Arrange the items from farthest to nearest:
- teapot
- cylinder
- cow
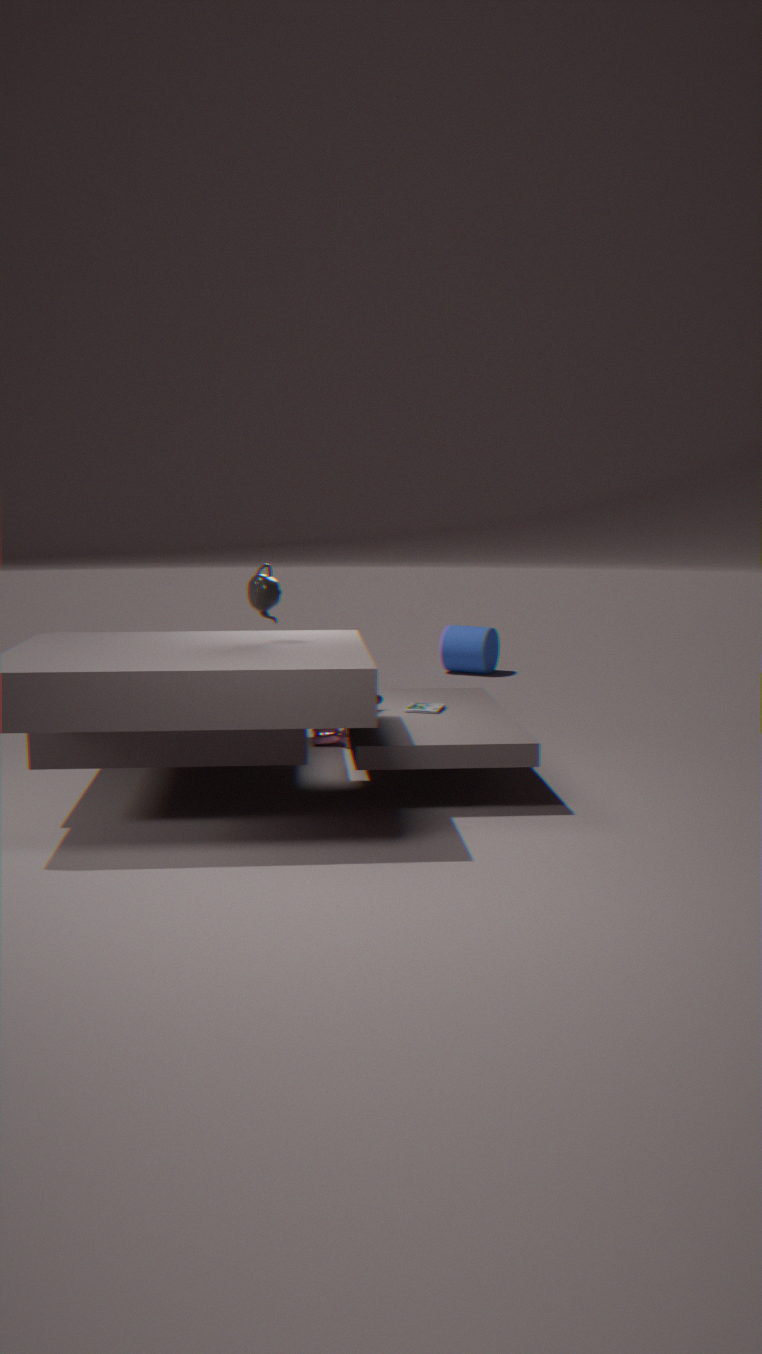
cylinder → cow → teapot
